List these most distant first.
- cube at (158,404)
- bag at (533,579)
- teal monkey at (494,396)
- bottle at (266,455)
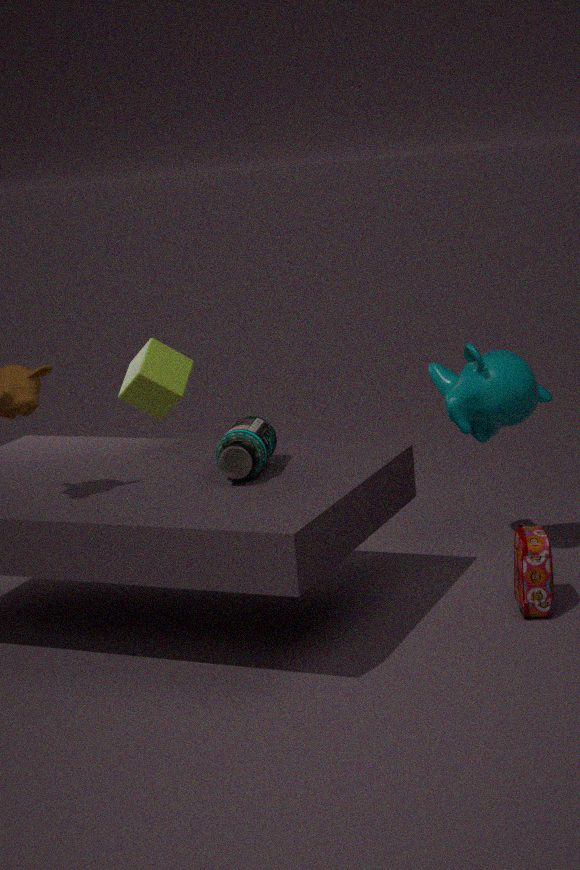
1. cube at (158,404)
2. teal monkey at (494,396)
3. bag at (533,579)
4. bottle at (266,455)
